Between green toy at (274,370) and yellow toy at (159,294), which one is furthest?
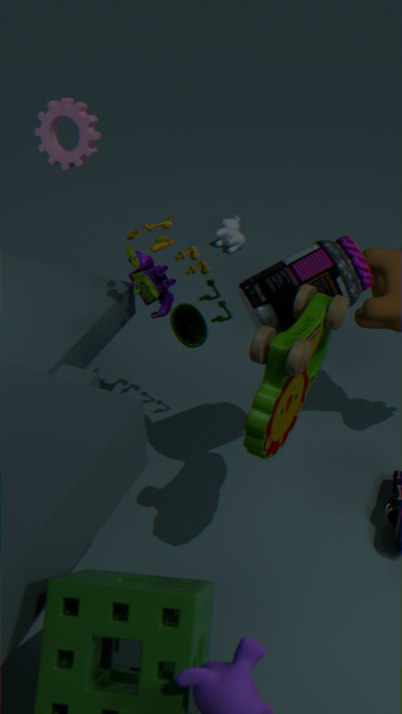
yellow toy at (159,294)
